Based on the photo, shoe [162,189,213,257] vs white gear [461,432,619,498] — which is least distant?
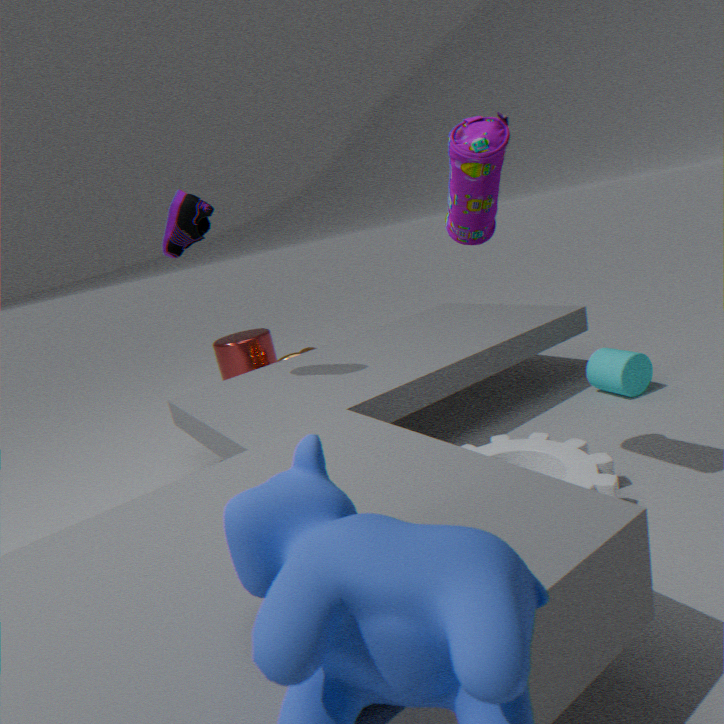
white gear [461,432,619,498]
